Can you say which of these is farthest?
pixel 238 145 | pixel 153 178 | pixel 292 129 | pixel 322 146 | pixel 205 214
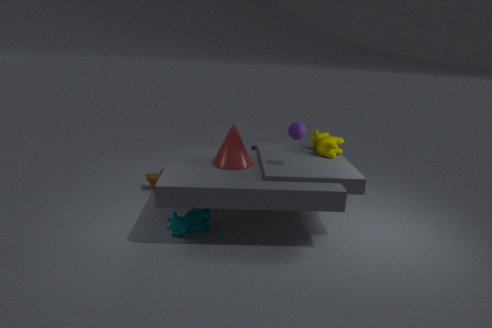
pixel 153 178
